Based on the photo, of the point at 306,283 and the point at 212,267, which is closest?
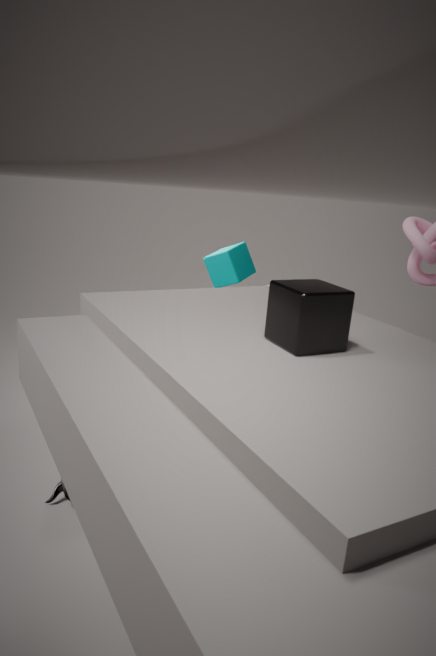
the point at 306,283
